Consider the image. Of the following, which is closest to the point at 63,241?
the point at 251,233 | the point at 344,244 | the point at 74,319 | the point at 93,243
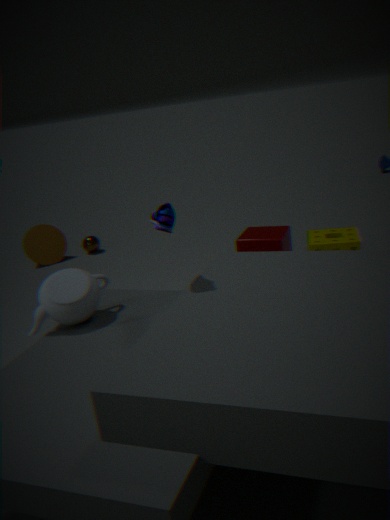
the point at 93,243
